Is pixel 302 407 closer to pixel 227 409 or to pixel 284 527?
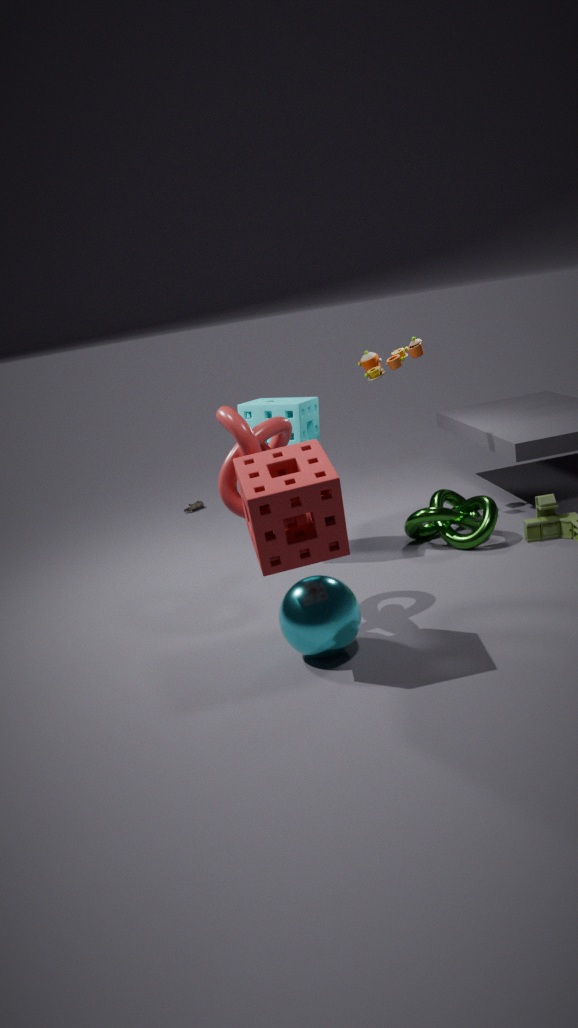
pixel 227 409
